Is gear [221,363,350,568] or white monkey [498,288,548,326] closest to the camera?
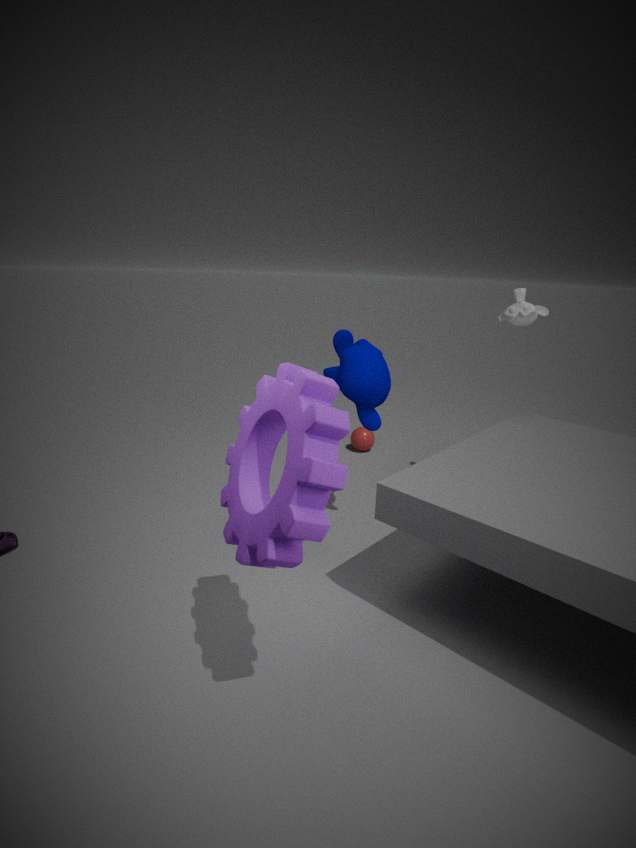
gear [221,363,350,568]
